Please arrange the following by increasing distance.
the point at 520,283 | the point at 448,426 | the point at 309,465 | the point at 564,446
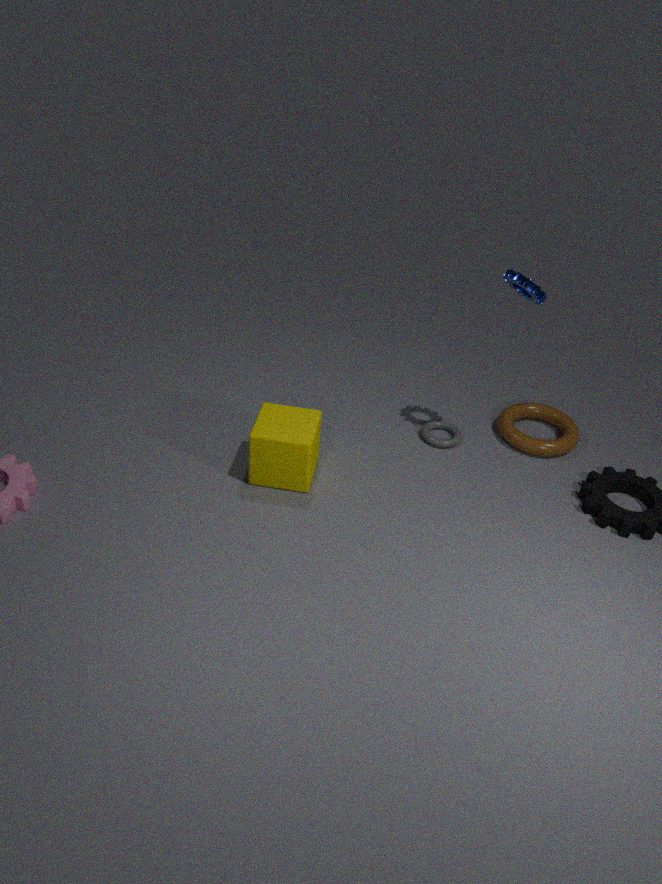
1. the point at 520,283
2. the point at 309,465
3. the point at 564,446
4. the point at 448,426
